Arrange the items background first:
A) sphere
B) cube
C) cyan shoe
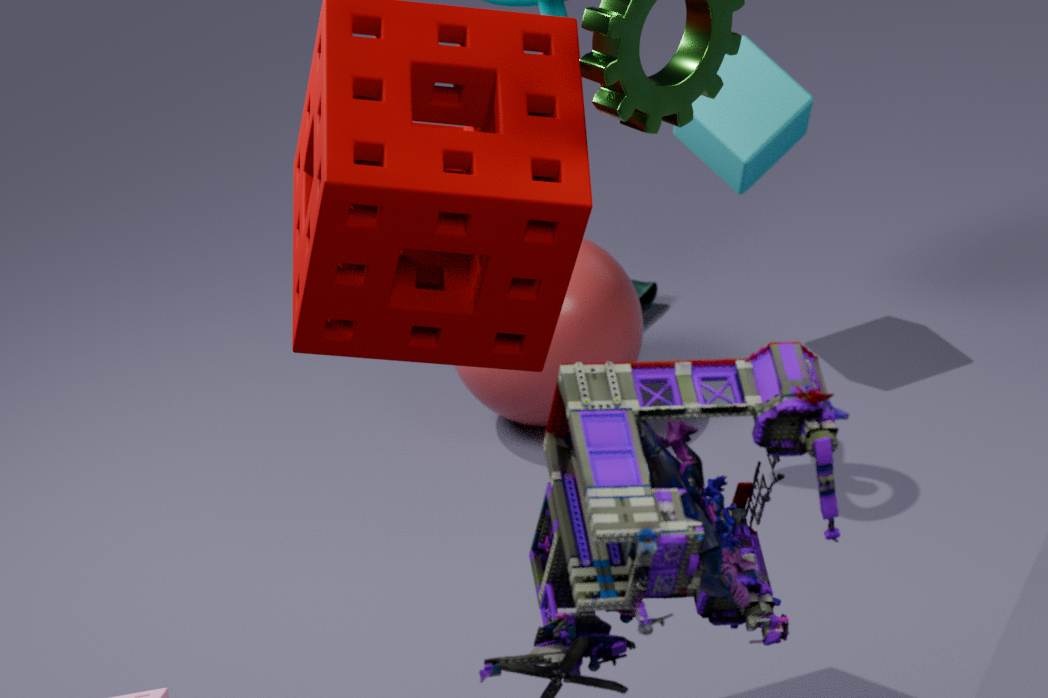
C
B
A
